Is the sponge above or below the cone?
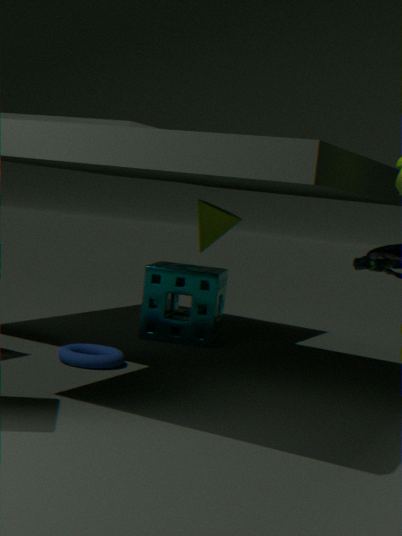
below
